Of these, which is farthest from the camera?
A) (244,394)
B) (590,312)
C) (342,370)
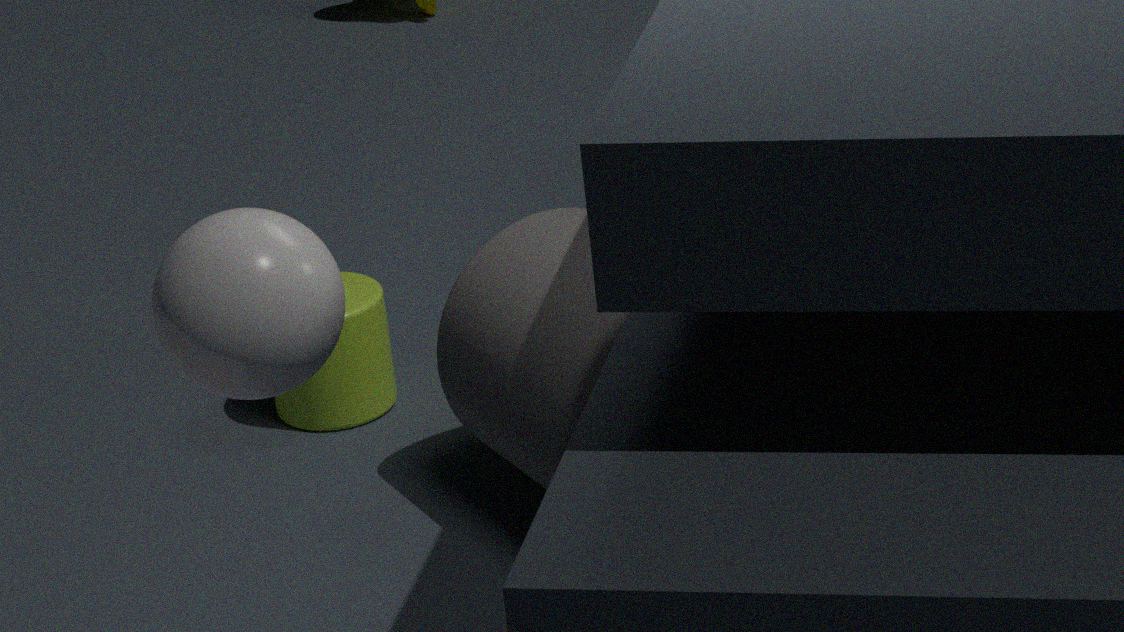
(342,370)
